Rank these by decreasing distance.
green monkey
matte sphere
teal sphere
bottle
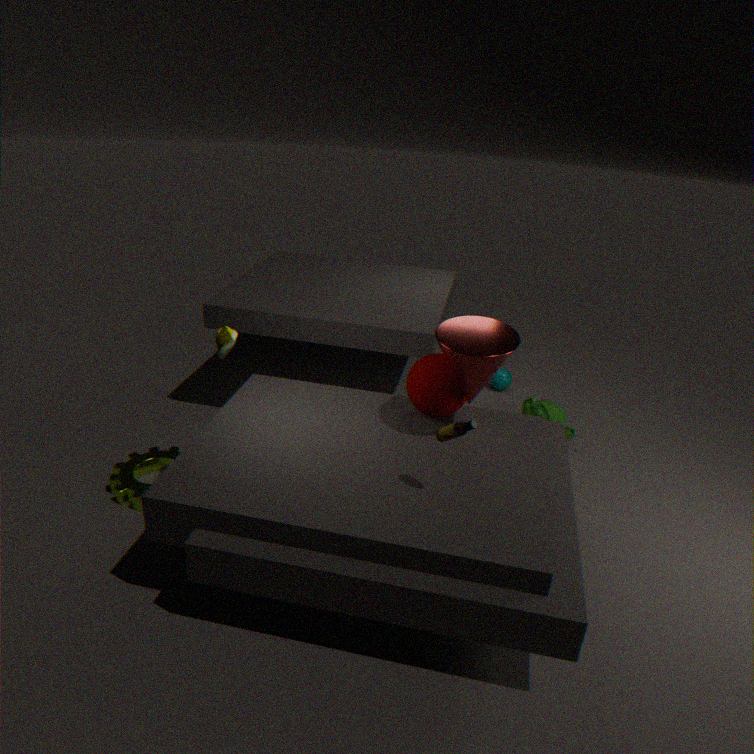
teal sphere → green monkey → matte sphere → bottle
